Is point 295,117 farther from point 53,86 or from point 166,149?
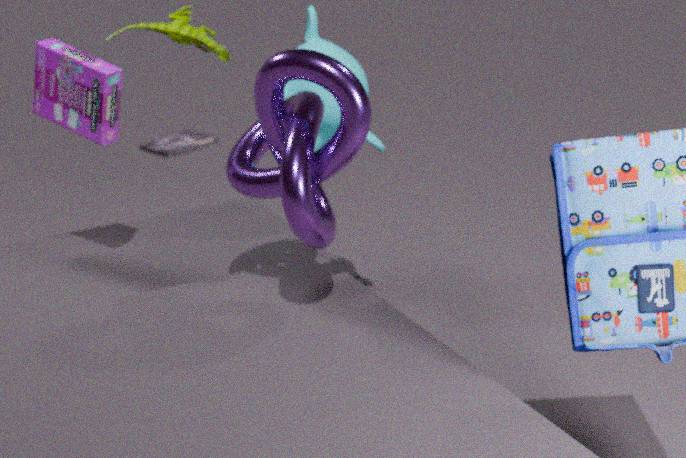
point 166,149
